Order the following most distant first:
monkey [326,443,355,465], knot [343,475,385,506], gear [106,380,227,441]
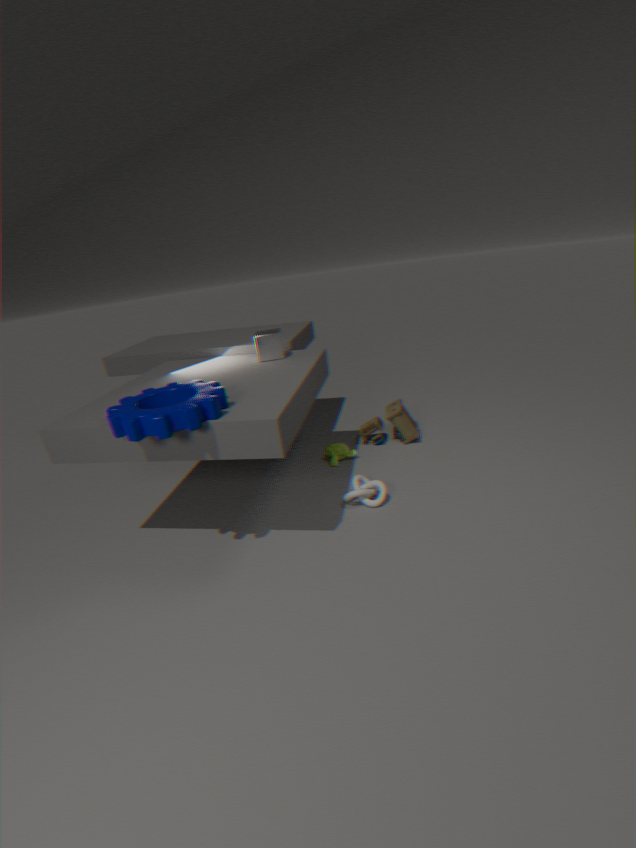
monkey [326,443,355,465] → knot [343,475,385,506] → gear [106,380,227,441]
